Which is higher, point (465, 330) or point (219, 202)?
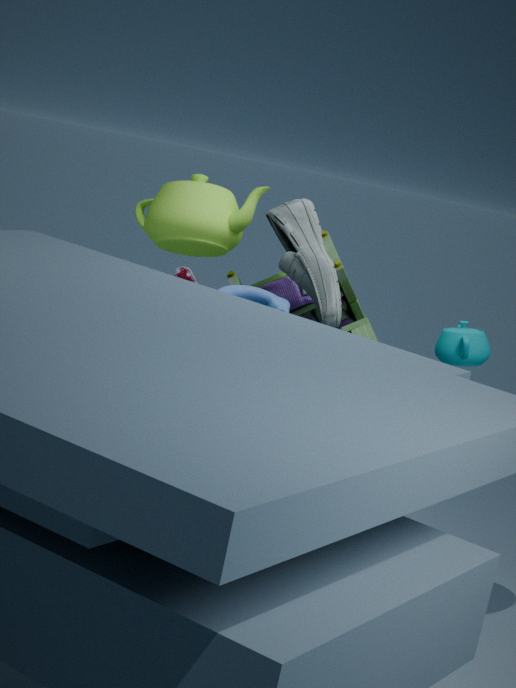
point (219, 202)
